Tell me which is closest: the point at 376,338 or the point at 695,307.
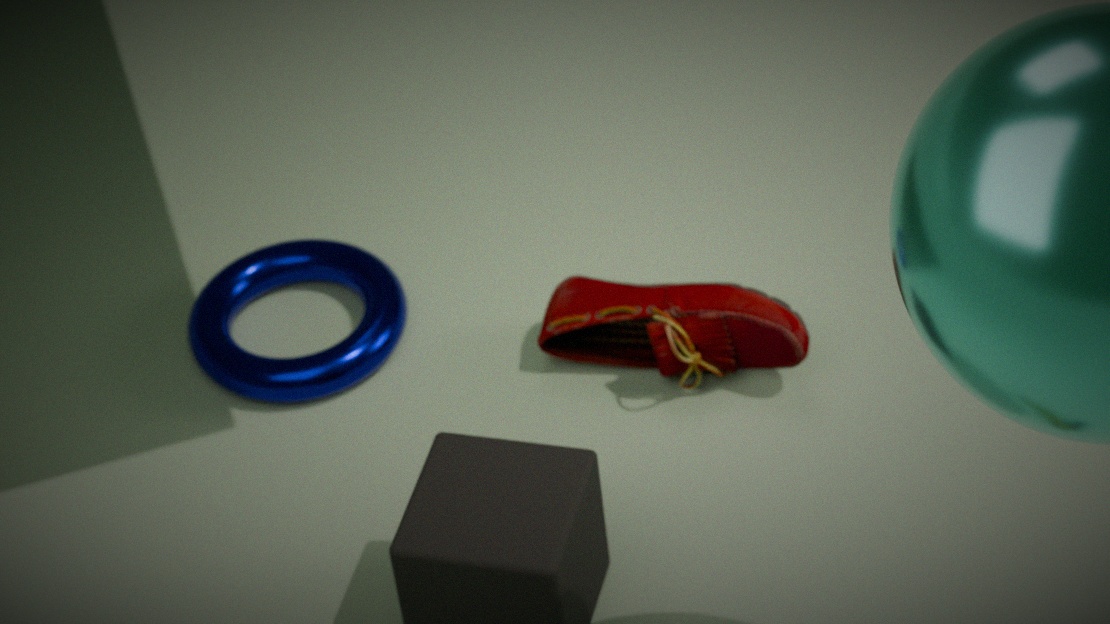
the point at 695,307
